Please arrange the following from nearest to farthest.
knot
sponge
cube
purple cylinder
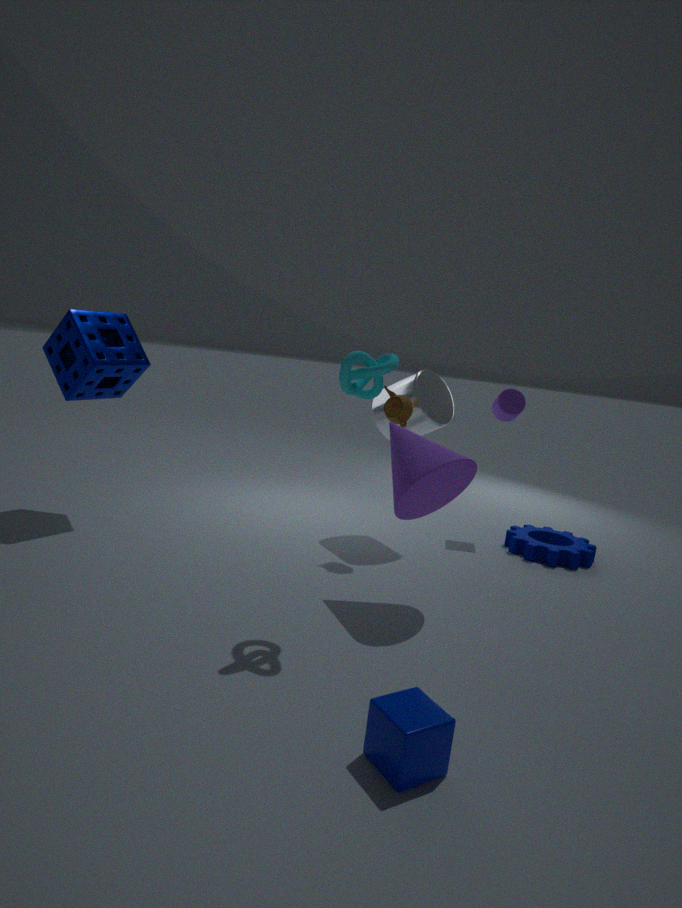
cube
knot
sponge
purple cylinder
